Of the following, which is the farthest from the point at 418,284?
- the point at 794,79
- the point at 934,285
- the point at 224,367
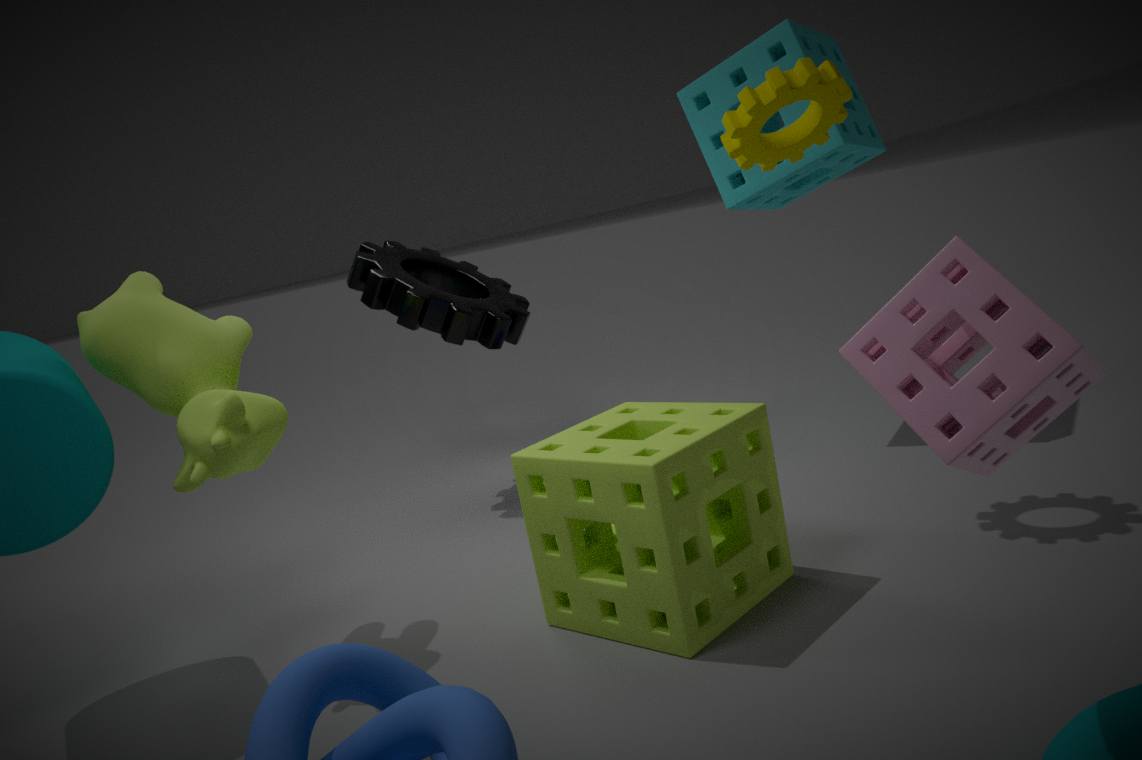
the point at 934,285
